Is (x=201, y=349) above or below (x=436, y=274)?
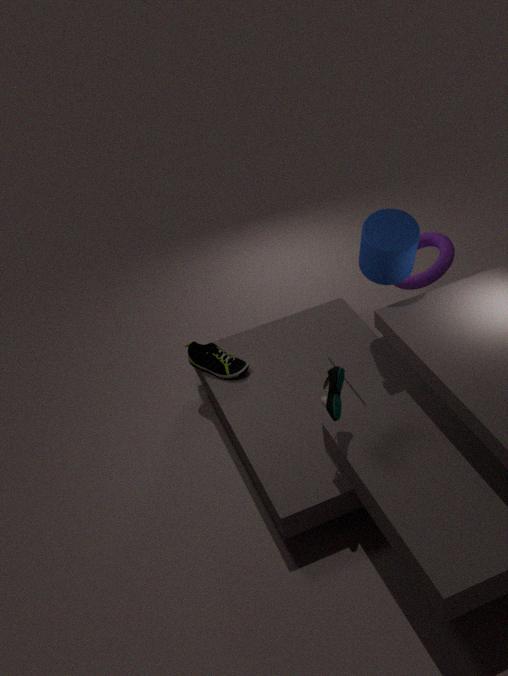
below
